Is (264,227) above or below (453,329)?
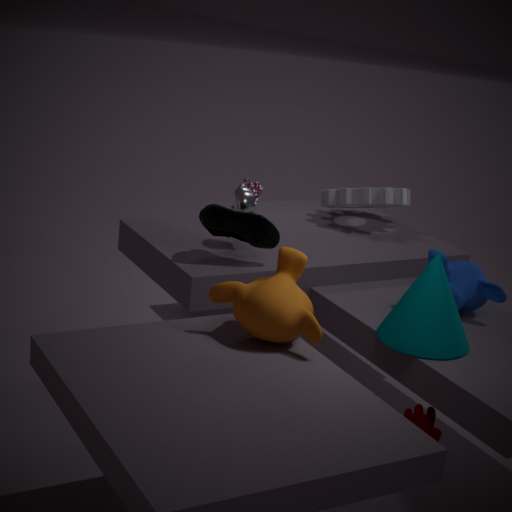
above
